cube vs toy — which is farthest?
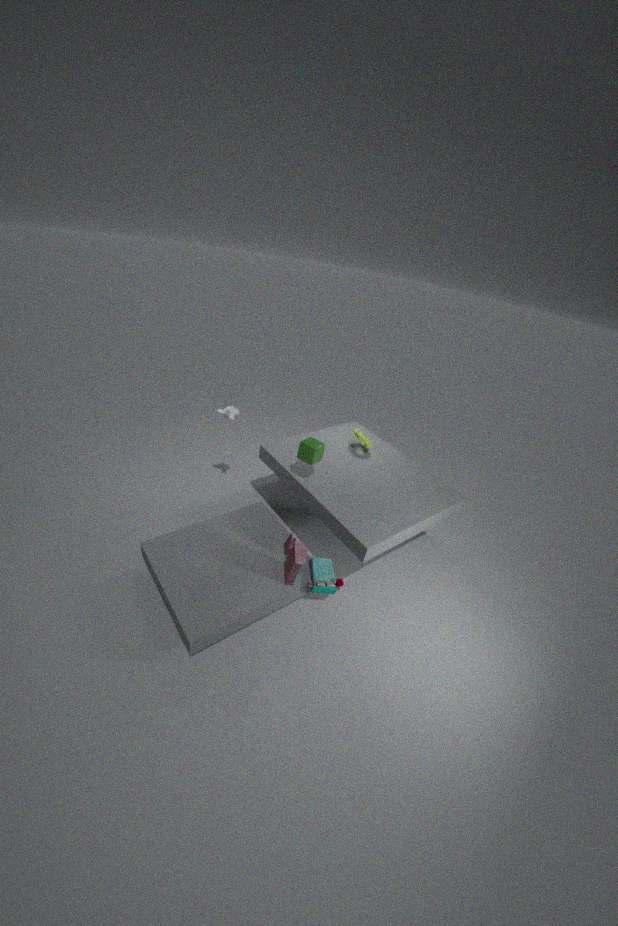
cube
